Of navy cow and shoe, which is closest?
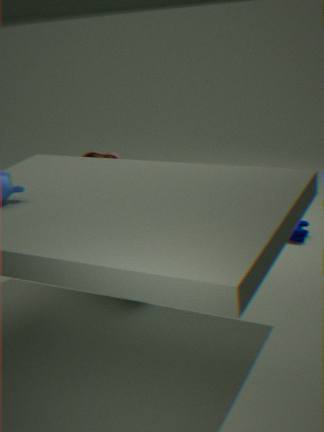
navy cow
